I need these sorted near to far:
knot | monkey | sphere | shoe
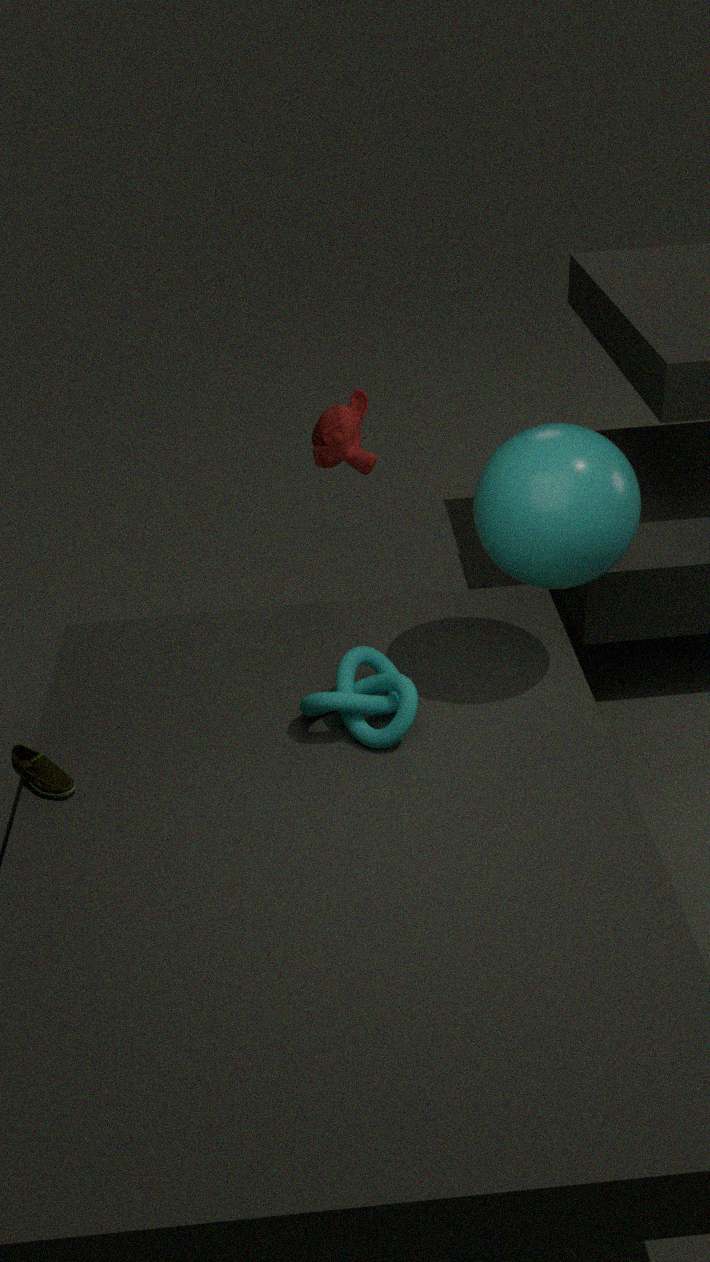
sphere, shoe, knot, monkey
